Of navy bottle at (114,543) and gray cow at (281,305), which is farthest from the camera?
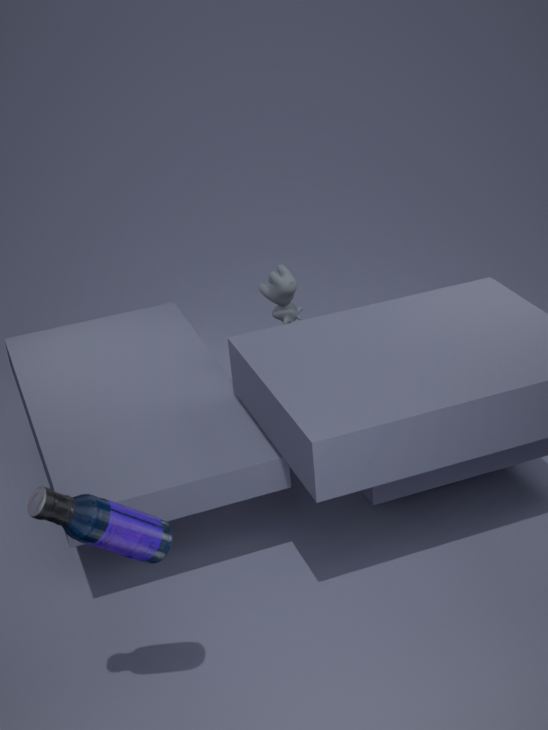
gray cow at (281,305)
